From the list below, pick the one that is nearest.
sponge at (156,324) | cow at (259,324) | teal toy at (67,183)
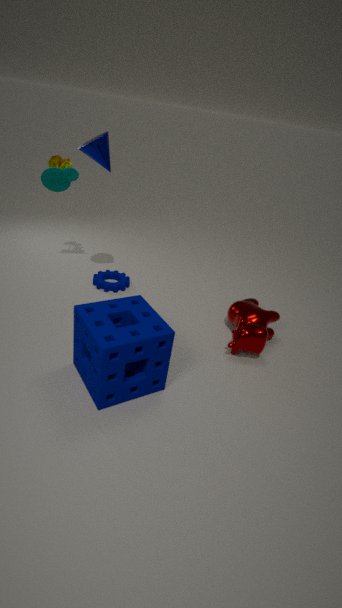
sponge at (156,324)
